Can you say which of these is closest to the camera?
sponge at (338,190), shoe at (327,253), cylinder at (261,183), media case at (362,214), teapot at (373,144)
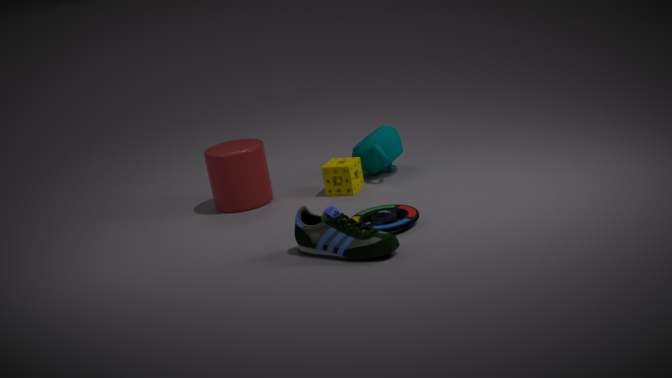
shoe at (327,253)
